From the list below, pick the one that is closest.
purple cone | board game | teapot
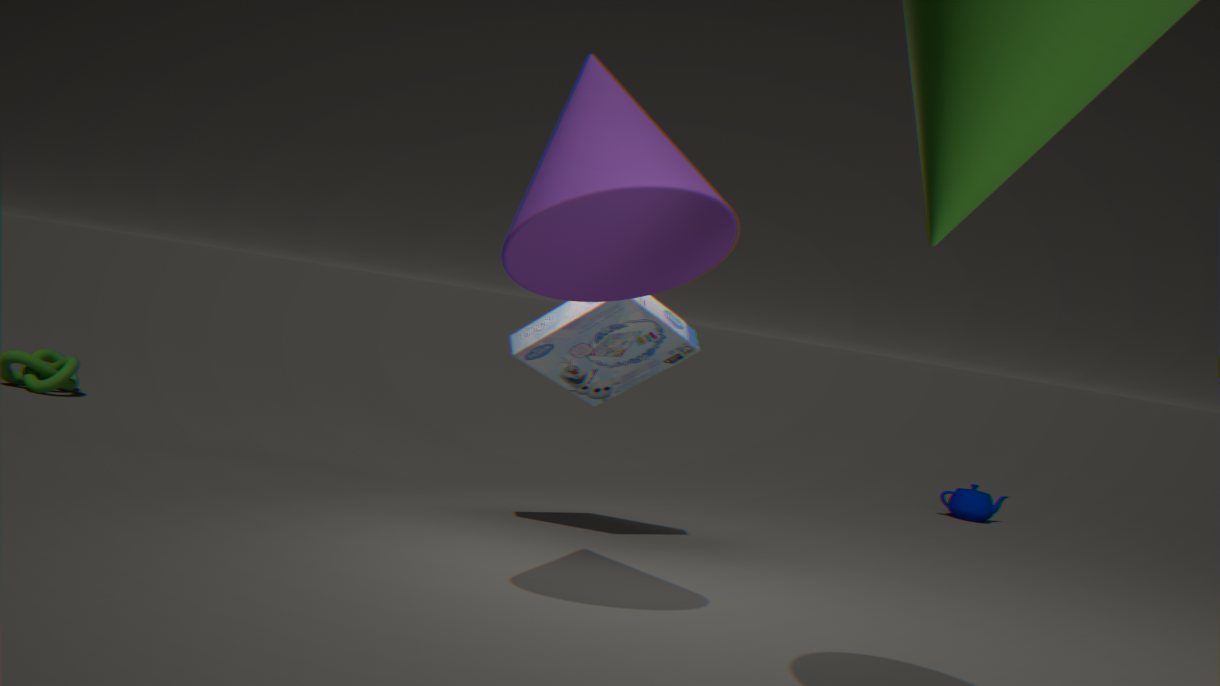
purple cone
